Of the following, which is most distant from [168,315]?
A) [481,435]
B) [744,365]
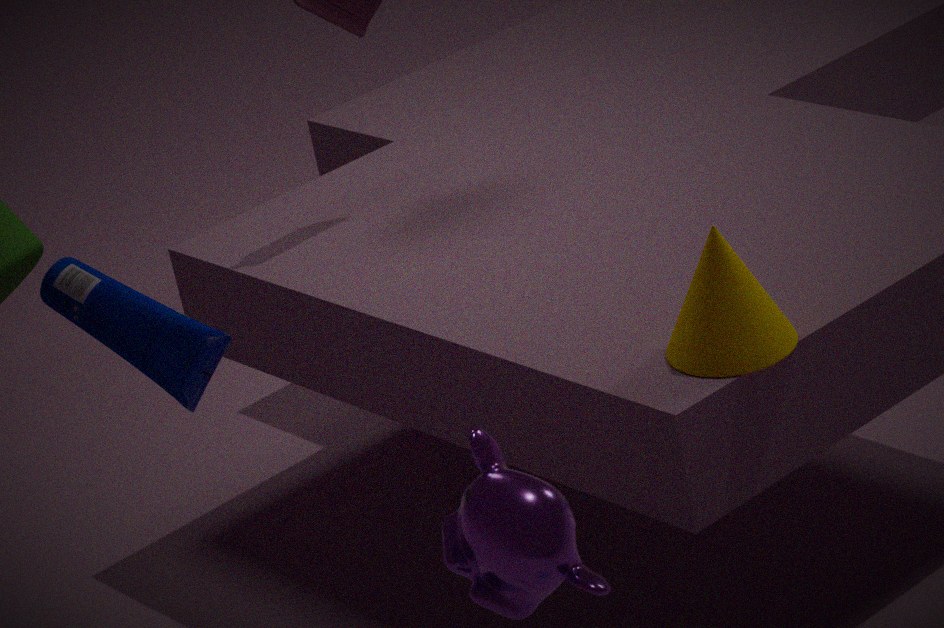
[481,435]
